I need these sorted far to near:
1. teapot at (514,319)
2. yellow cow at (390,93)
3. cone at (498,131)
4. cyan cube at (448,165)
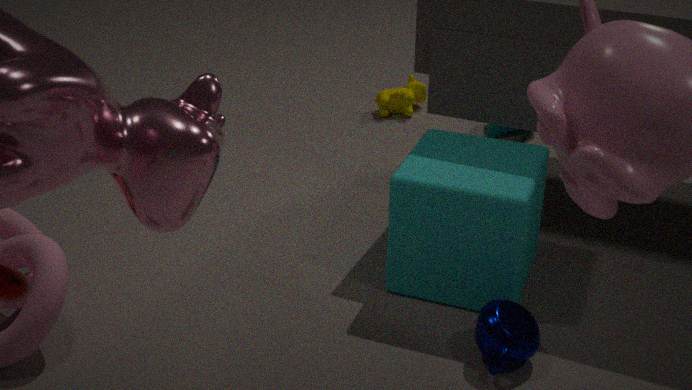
yellow cow at (390,93), cone at (498,131), cyan cube at (448,165), teapot at (514,319)
